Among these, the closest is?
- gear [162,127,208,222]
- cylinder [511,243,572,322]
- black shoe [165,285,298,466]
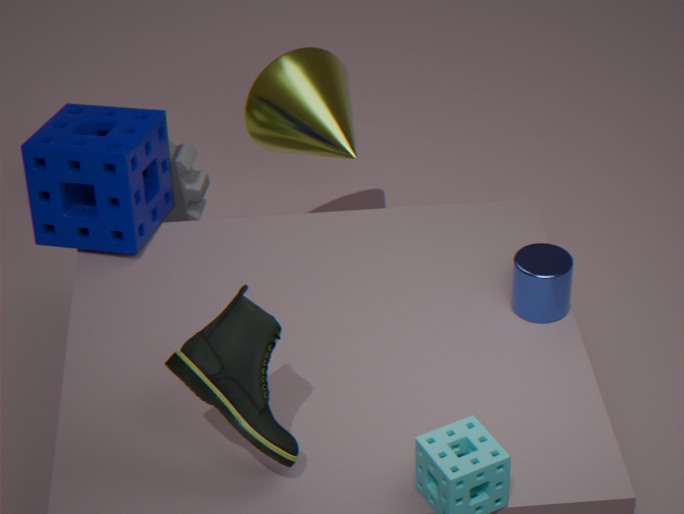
black shoe [165,285,298,466]
